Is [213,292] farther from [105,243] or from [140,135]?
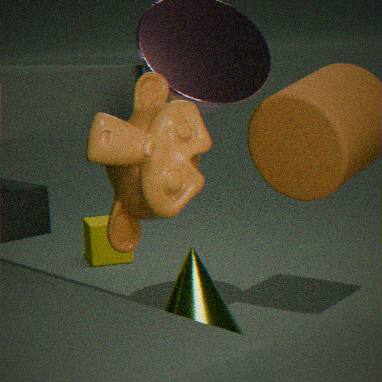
[105,243]
